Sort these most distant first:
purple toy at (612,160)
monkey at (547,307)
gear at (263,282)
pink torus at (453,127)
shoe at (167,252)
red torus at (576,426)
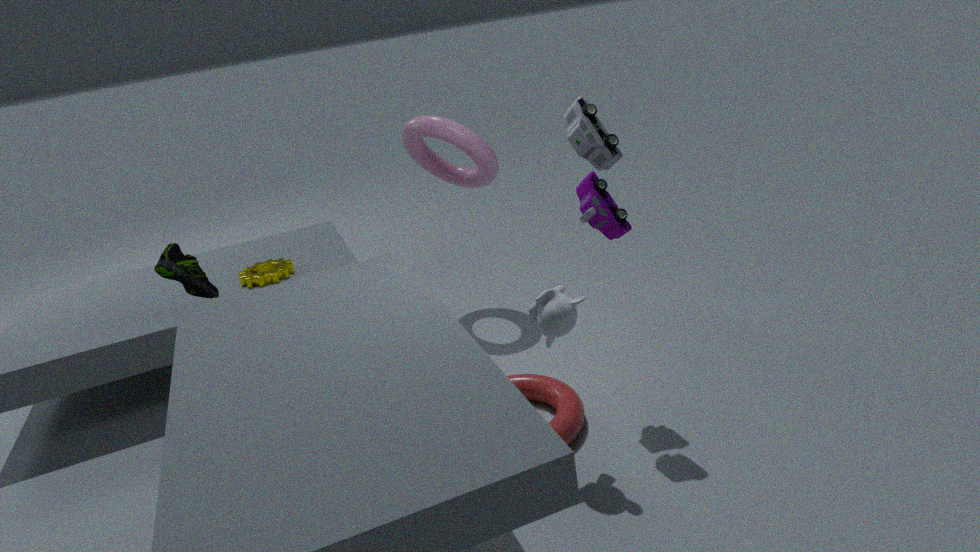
gear at (263,282) < pink torus at (453,127) < shoe at (167,252) < red torus at (576,426) < purple toy at (612,160) < monkey at (547,307)
